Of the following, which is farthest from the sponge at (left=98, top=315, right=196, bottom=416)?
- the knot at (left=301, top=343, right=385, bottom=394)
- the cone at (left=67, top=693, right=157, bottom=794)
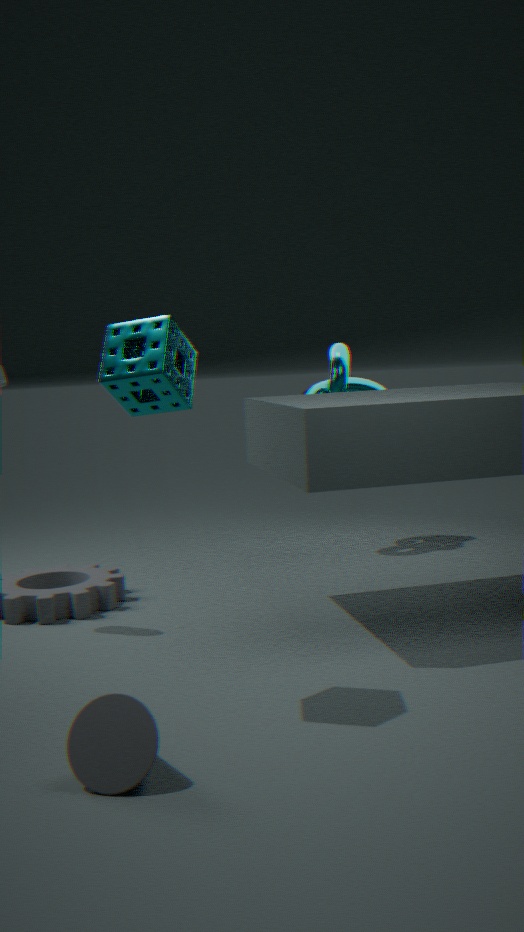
the knot at (left=301, top=343, right=385, bottom=394)
